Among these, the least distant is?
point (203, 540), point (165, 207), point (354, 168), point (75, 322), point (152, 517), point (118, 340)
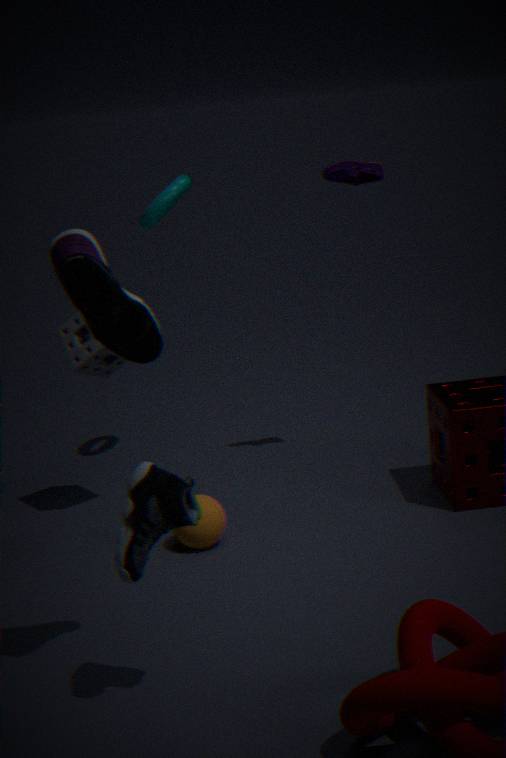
point (152, 517)
